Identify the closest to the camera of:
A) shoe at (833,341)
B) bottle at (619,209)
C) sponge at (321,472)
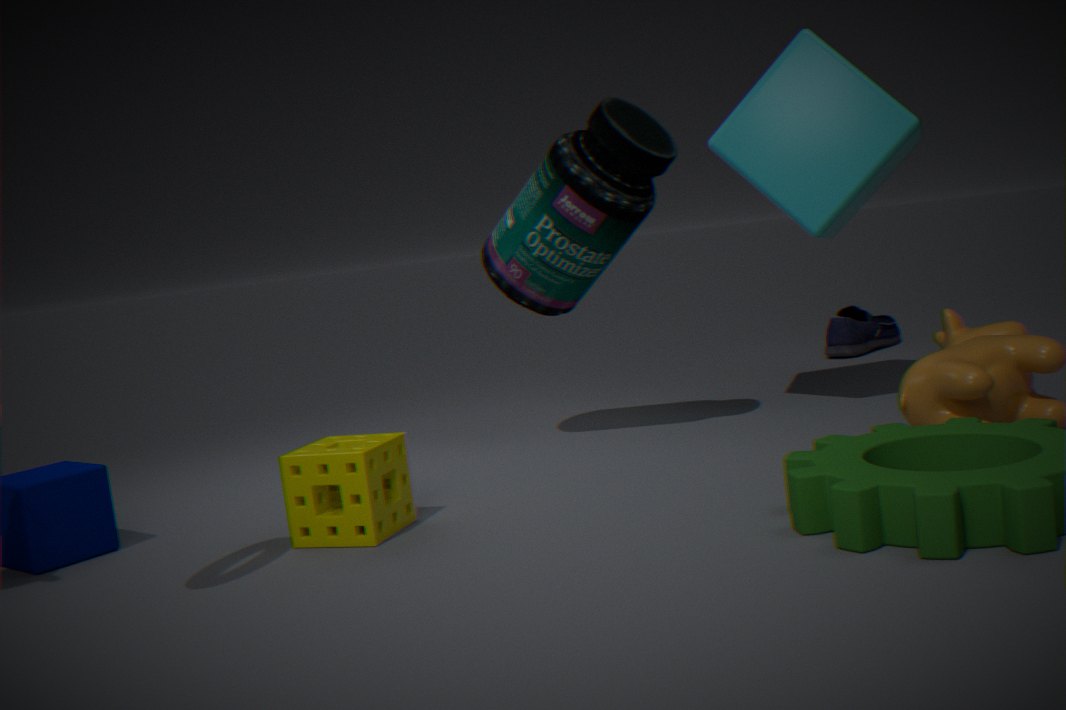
sponge at (321,472)
